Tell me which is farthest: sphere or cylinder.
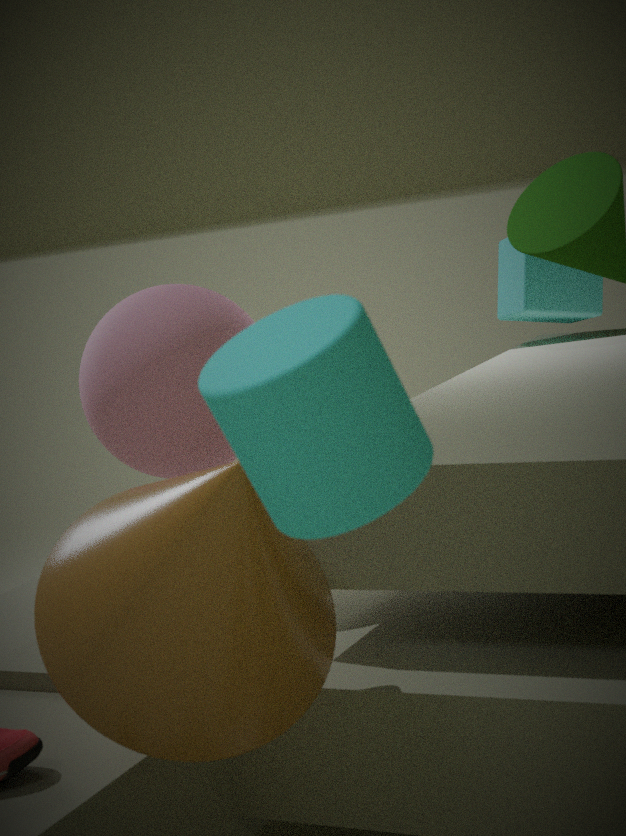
sphere
